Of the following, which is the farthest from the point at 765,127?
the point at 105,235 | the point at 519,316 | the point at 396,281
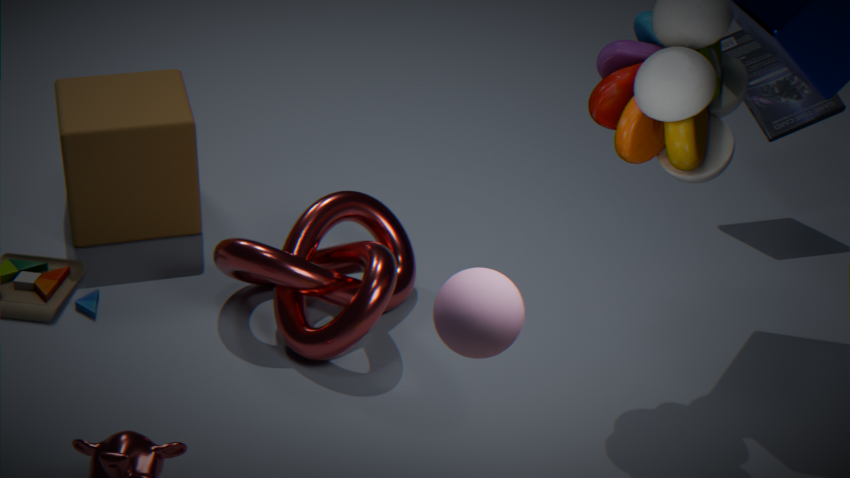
the point at 105,235
